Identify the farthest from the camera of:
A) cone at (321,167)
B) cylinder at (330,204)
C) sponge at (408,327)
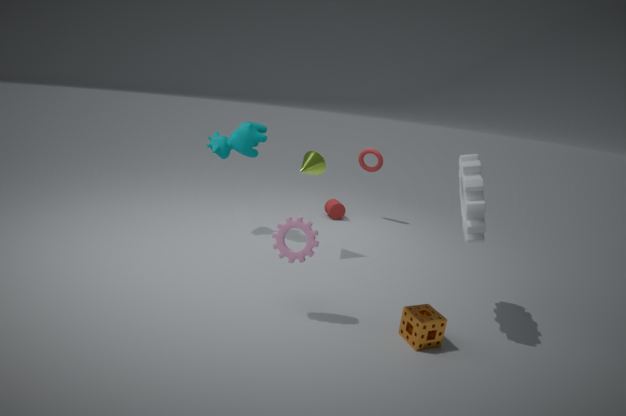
cylinder at (330,204)
